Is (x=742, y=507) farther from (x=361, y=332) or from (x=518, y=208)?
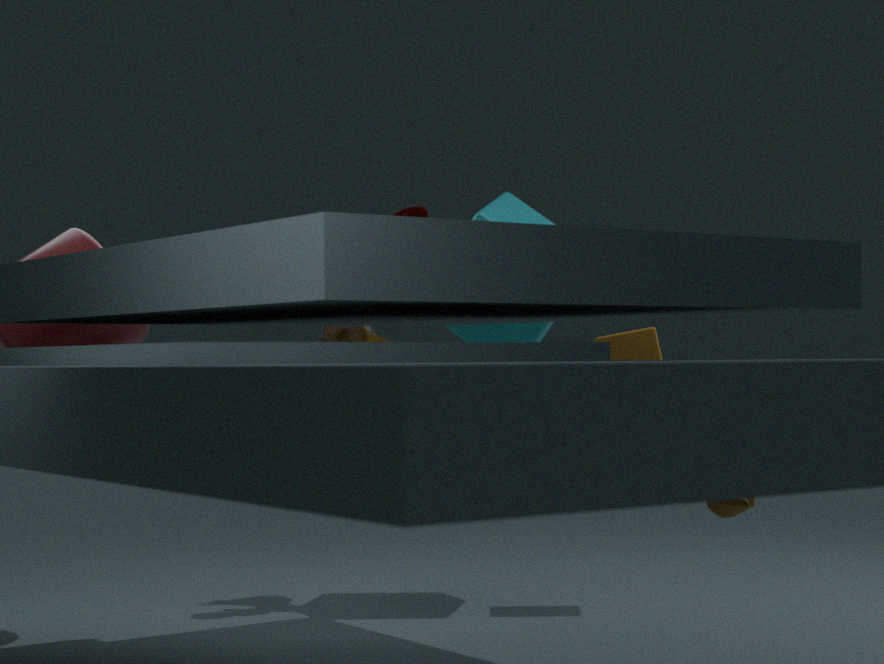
(x=361, y=332)
